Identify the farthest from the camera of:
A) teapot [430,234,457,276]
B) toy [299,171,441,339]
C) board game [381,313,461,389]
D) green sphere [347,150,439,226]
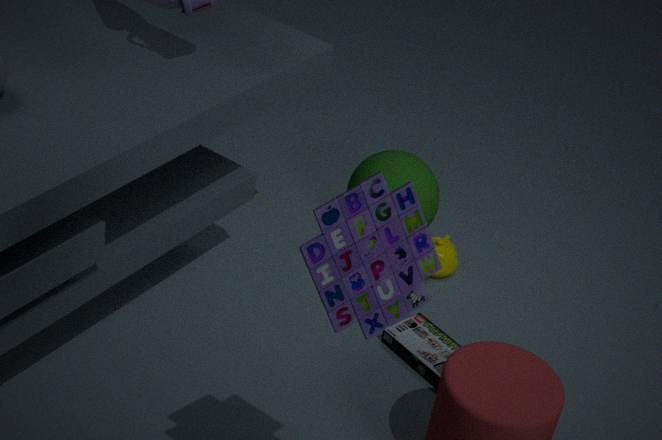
teapot [430,234,457,276]
